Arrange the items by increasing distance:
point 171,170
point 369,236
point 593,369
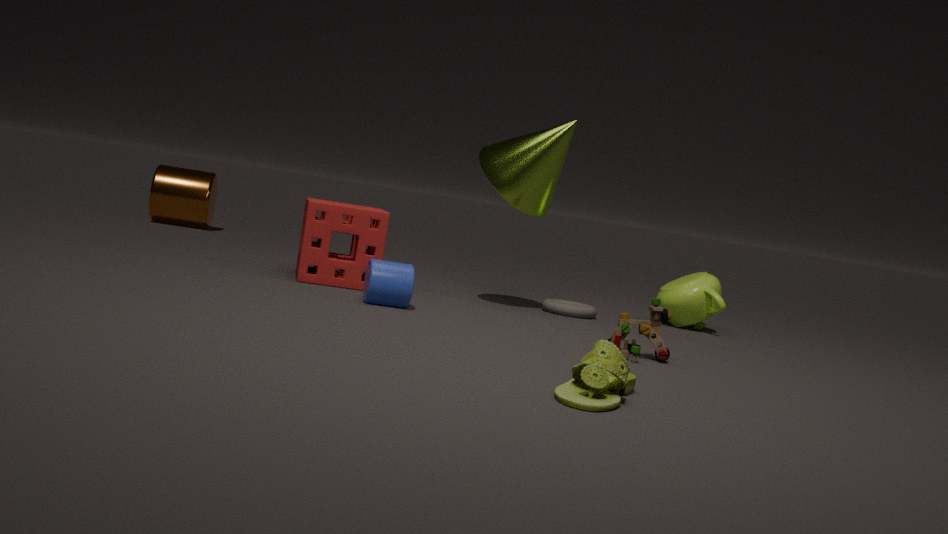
point 593,369 → point 369,236 → point 171,170
